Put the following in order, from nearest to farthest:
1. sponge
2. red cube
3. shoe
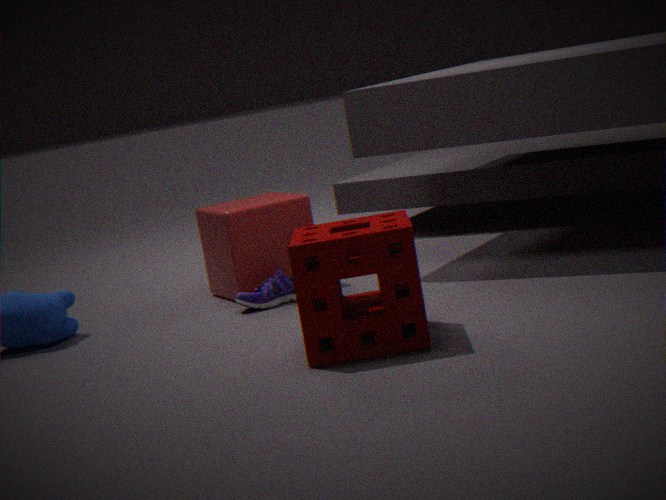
sponge → shoe → red cube
